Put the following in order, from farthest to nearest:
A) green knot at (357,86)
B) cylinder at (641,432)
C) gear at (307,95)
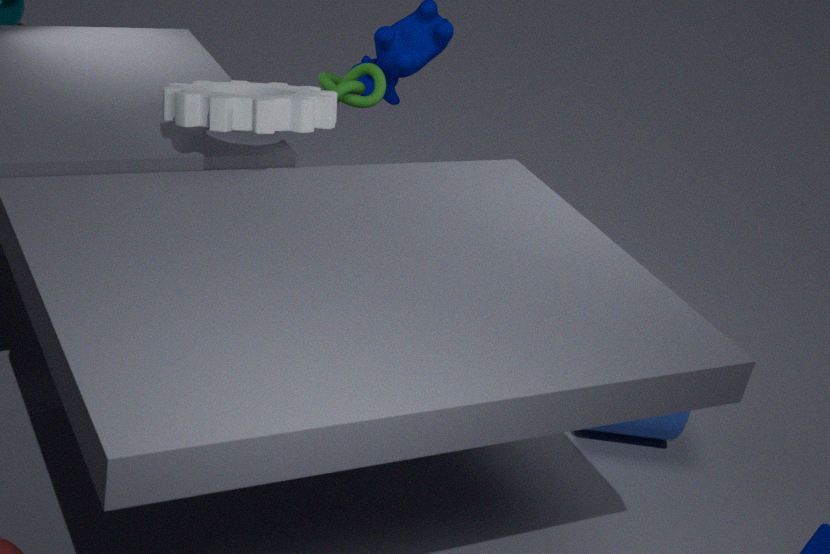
1. green knot at (357,86)
2. cylinder at (641,432)
3. gear at (307,95)
